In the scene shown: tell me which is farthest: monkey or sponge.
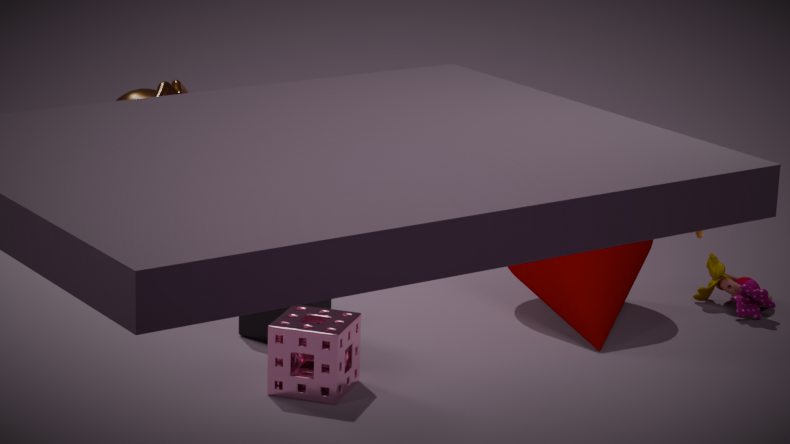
monkey
